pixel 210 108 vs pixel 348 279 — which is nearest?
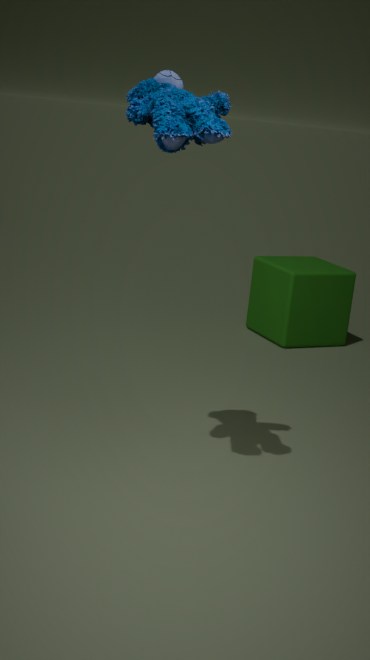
pixel 210 108
